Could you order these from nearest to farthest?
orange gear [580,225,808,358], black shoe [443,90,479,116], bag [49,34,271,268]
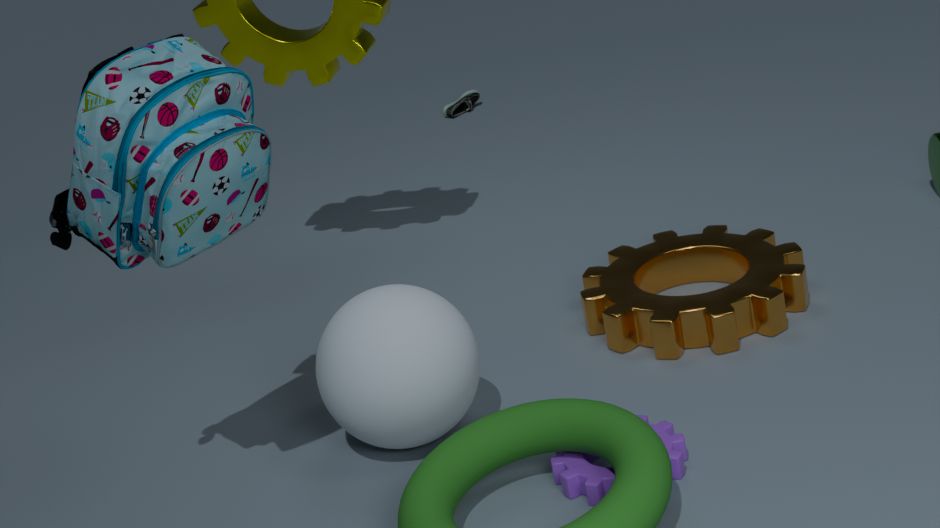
bag [49,34,271,268], orange gear [580,225,808,358], black shoe [443,90,479,116]
